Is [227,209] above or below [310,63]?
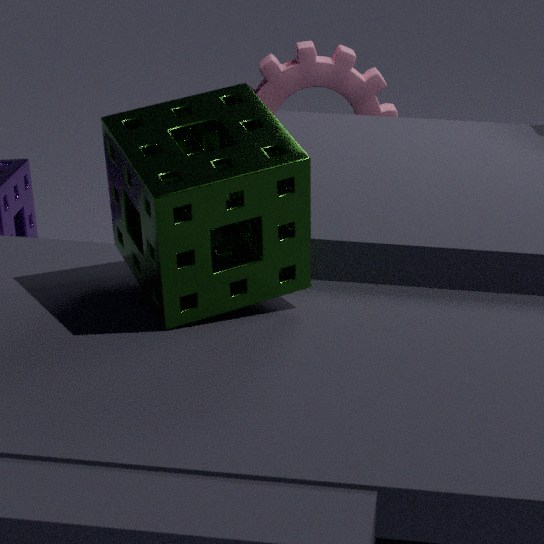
above
